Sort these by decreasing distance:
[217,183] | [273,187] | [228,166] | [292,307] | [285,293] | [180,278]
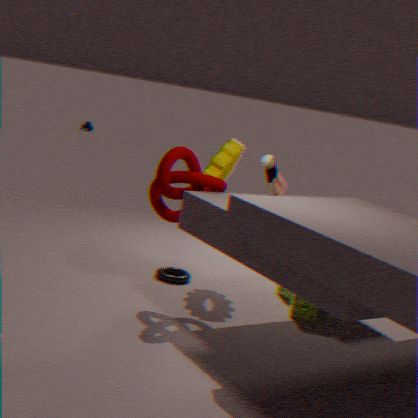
[285,293]
[228,166]
[180,278]
[292,307]
[273,187]
[217,183]
